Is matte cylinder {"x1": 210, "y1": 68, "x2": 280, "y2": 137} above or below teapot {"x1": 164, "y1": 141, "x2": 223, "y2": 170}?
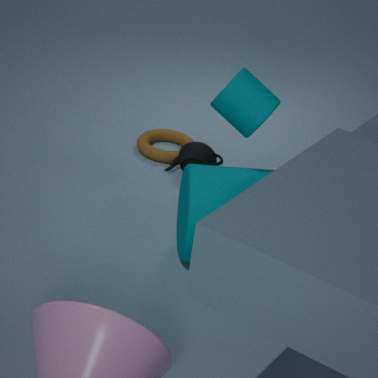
above
